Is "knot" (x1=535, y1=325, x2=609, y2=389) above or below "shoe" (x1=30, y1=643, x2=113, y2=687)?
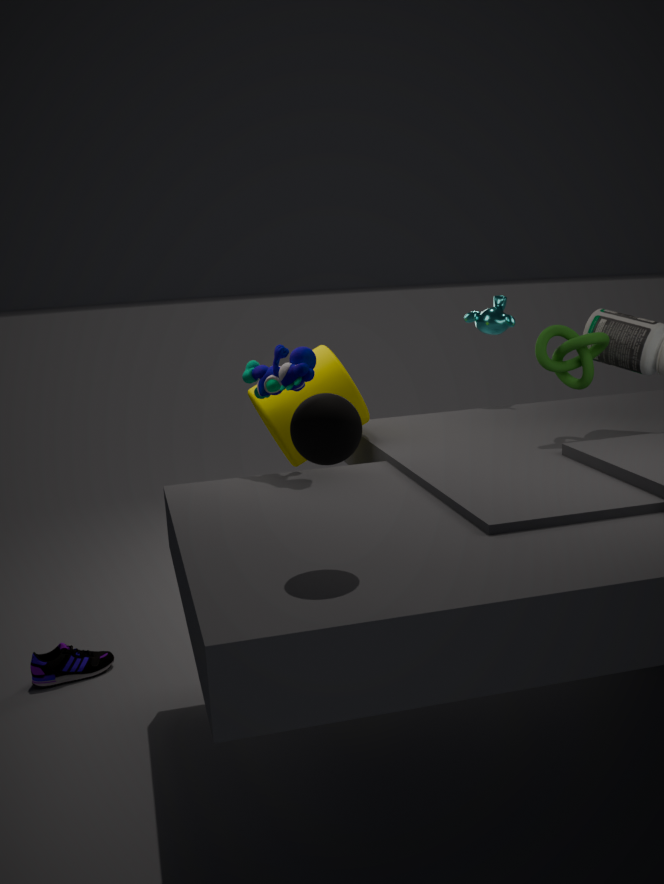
above
